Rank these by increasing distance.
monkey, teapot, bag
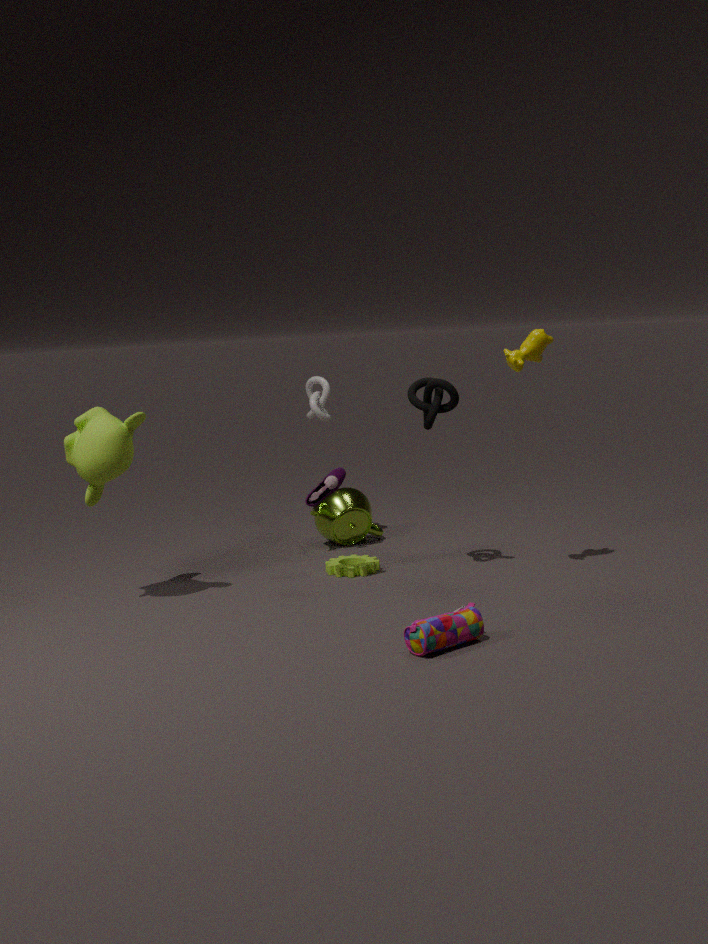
bag < monkey < teapot
